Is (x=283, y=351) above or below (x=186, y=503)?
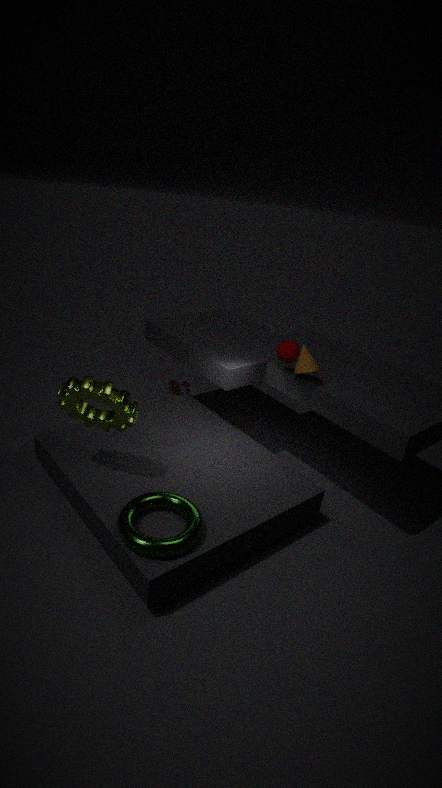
above
